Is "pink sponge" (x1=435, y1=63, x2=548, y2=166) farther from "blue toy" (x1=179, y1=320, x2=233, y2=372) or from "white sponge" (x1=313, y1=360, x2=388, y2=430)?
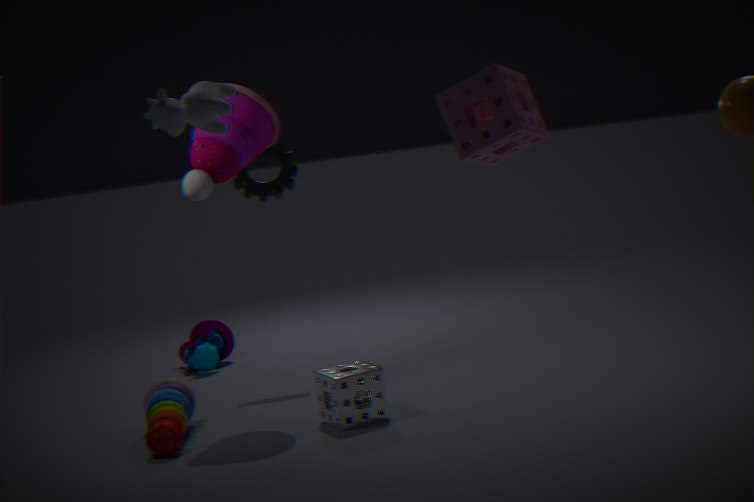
"blue toy" (x1=179, y1=320, x2=233, y2=372)
